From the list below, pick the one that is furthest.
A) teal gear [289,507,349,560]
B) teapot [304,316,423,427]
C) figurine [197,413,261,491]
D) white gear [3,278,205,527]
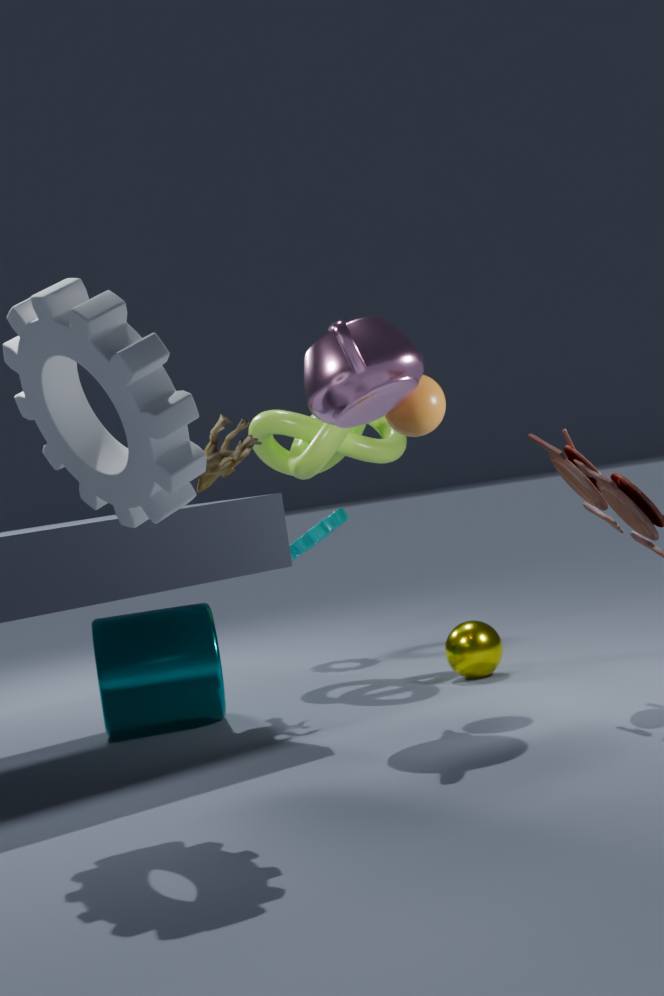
teal gear [289,507,349,560]
